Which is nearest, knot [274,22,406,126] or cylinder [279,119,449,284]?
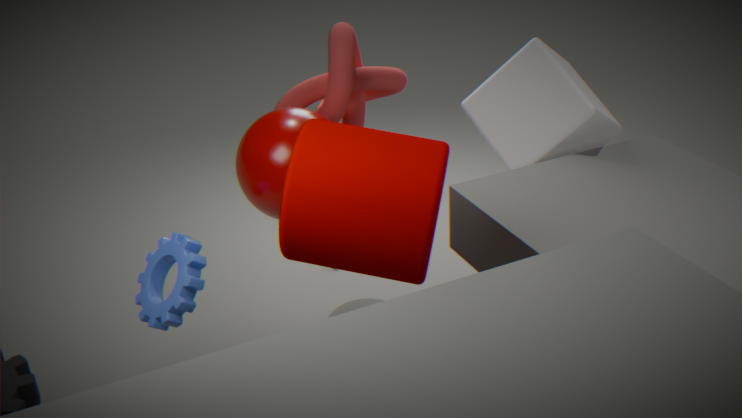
cylinder [279,119,449,284]
